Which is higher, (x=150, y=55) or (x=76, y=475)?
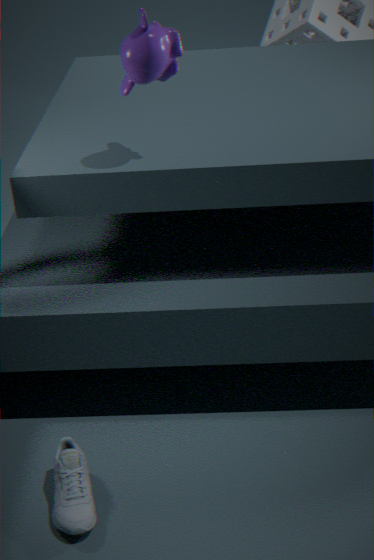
(x=150, y=55)
